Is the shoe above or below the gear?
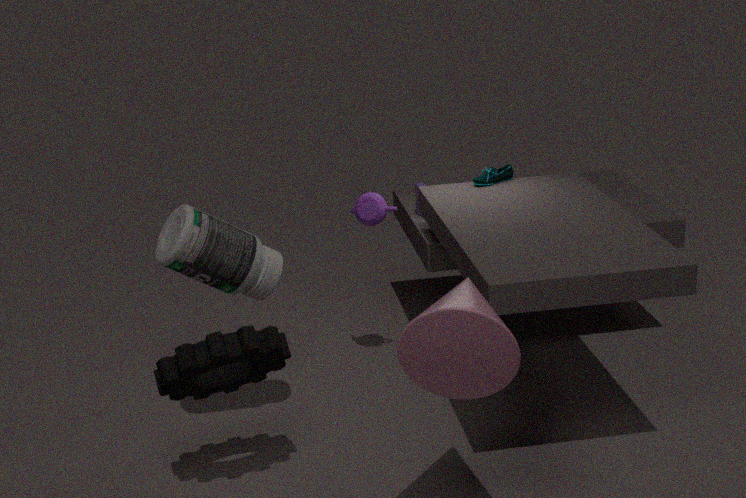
above
